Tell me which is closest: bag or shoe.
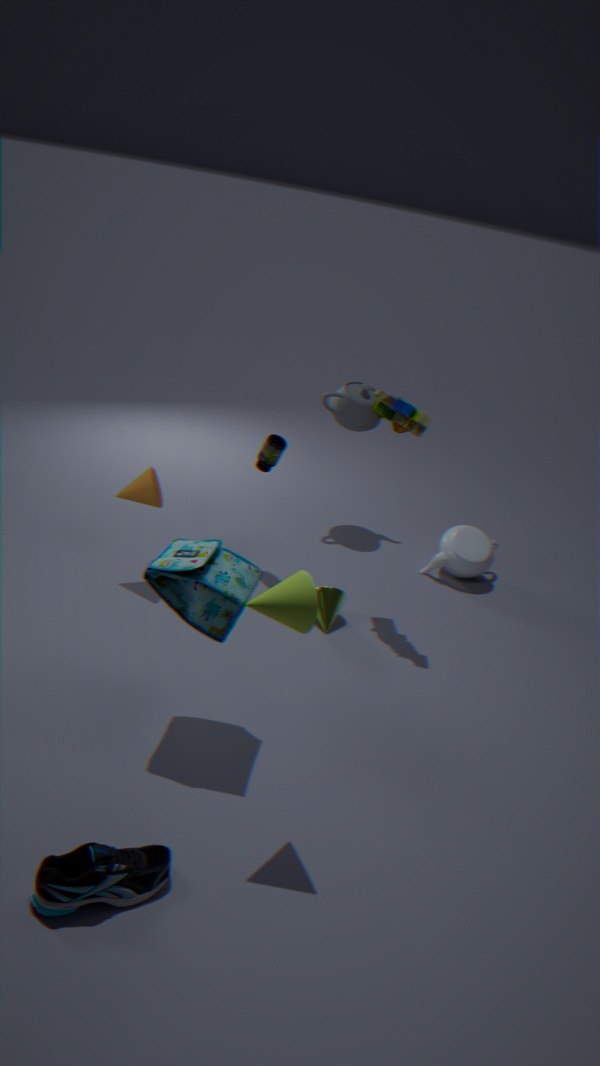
shoe
